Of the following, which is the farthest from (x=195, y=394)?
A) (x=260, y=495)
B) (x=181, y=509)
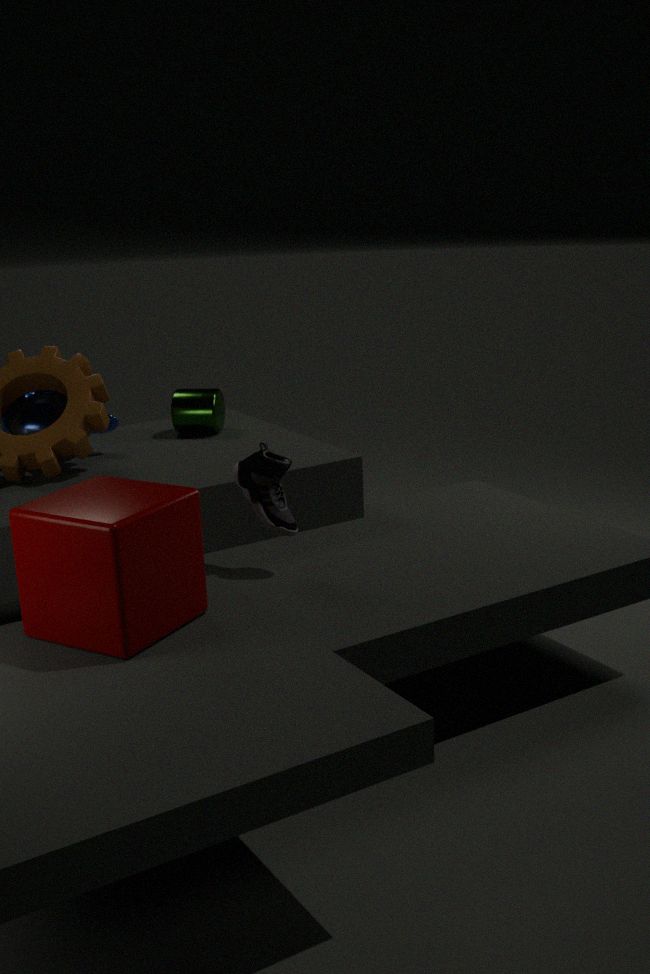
(x=181, y=509)
